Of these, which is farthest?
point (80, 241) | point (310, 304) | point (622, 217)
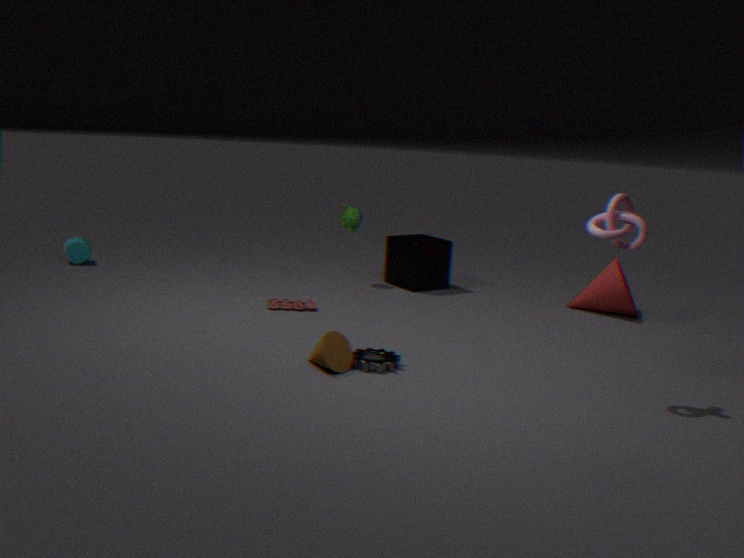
point (80, 241)
